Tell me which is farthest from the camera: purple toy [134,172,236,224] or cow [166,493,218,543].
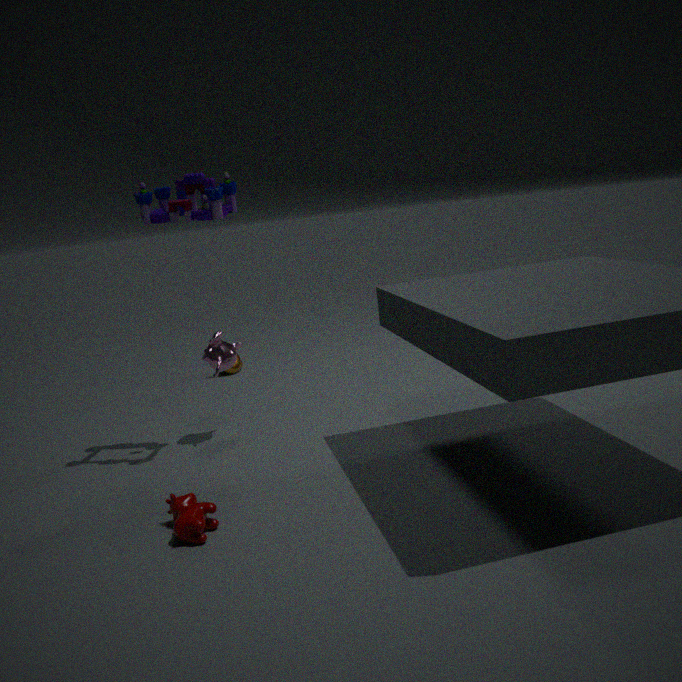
purple toy [134,172,236,224]
